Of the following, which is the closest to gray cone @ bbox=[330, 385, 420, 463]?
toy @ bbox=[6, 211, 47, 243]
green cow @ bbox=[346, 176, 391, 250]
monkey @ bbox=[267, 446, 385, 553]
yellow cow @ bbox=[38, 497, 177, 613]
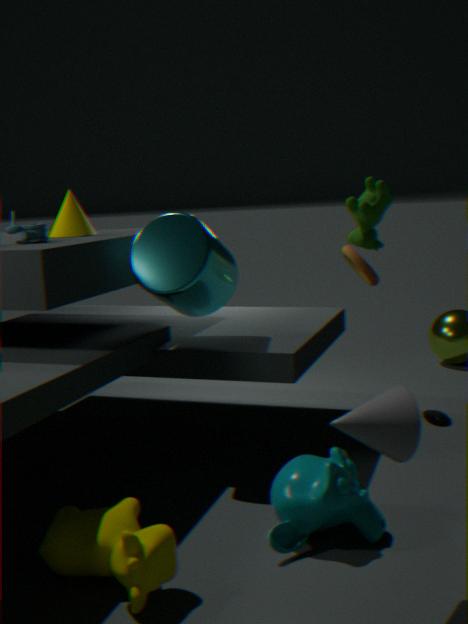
monkey @ bbox=[267, 446, 385, 553]
